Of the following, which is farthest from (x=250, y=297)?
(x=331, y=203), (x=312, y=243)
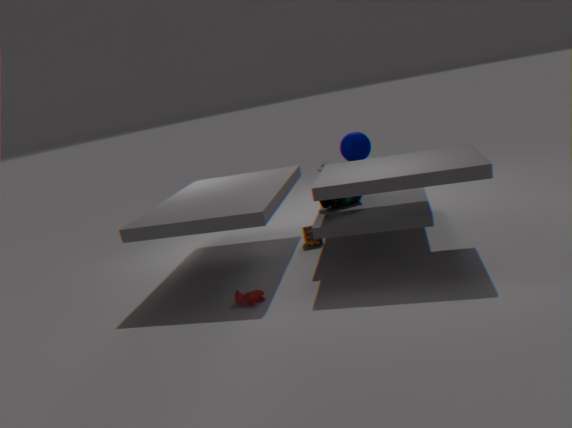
(x=331, y=203)
